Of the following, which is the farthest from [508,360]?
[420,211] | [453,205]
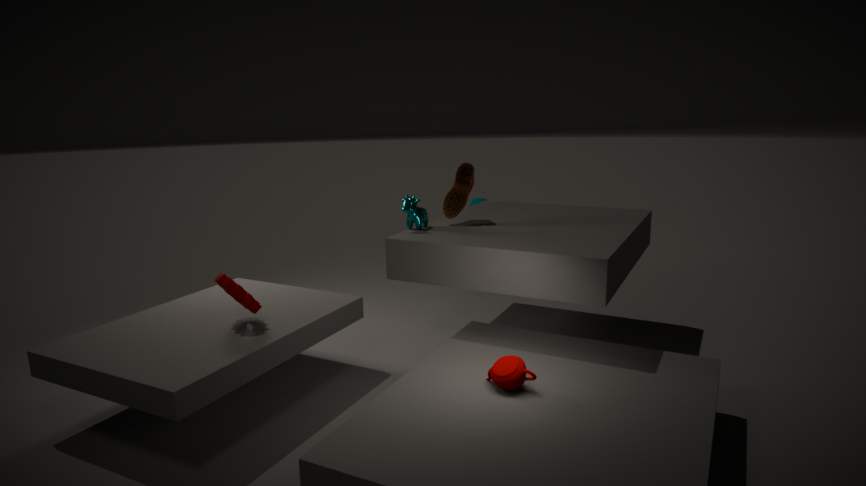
[453,205]
